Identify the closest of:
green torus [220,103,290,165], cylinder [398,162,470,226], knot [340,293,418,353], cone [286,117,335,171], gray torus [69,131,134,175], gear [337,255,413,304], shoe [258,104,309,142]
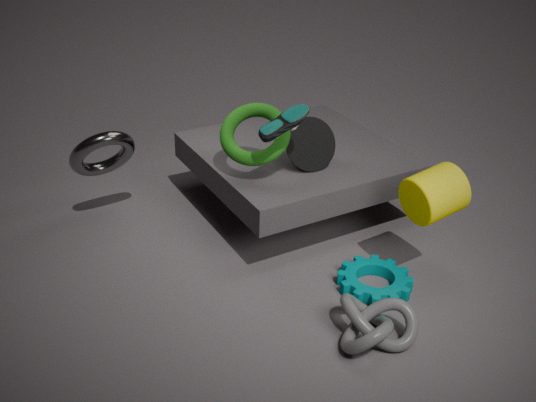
knot [340,293,418,353]
